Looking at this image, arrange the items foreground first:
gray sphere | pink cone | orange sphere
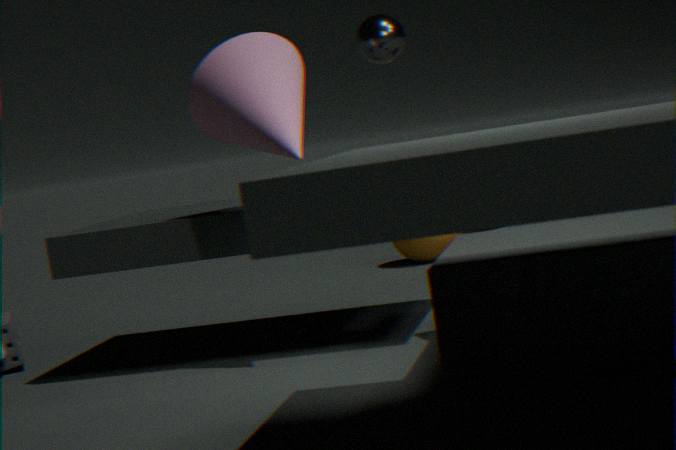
pink cone < gray sphere < orange sphere
